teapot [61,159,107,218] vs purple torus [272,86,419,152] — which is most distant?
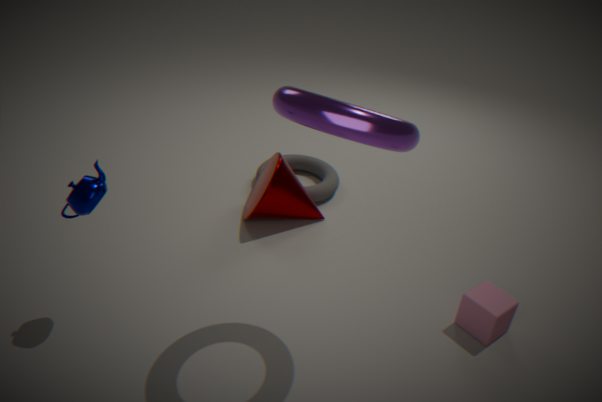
teapot [61,159,107,218]
